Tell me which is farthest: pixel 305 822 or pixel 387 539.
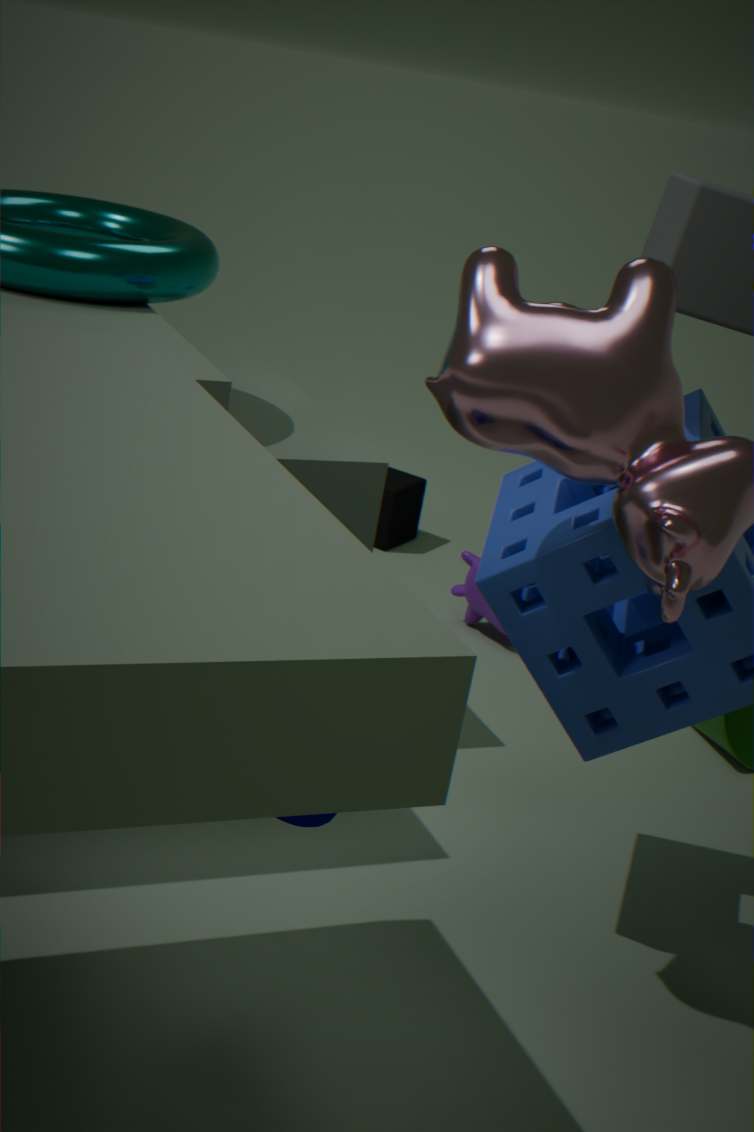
pixel 387 539
